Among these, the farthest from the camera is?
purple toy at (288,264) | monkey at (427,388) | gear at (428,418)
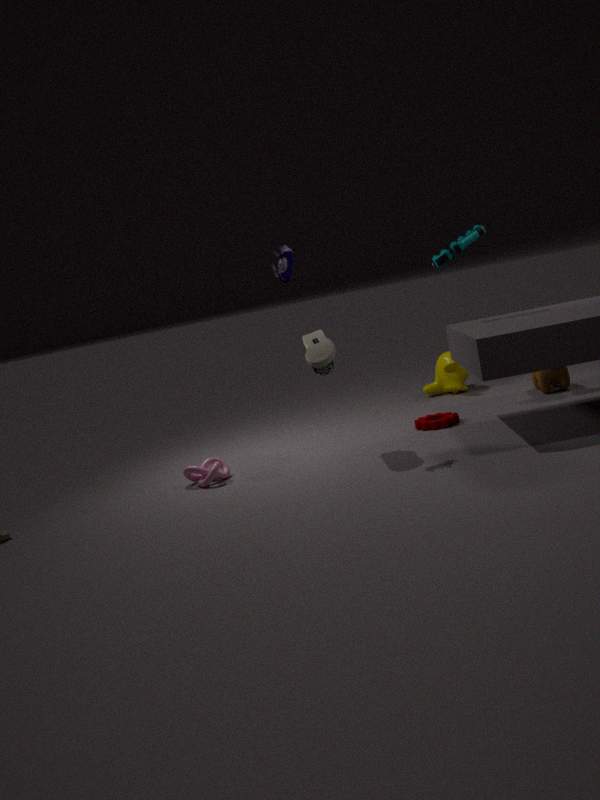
monkey at (427,388)
